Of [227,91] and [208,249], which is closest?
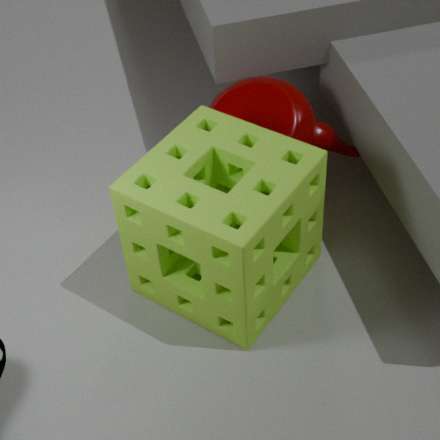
[208,249]
